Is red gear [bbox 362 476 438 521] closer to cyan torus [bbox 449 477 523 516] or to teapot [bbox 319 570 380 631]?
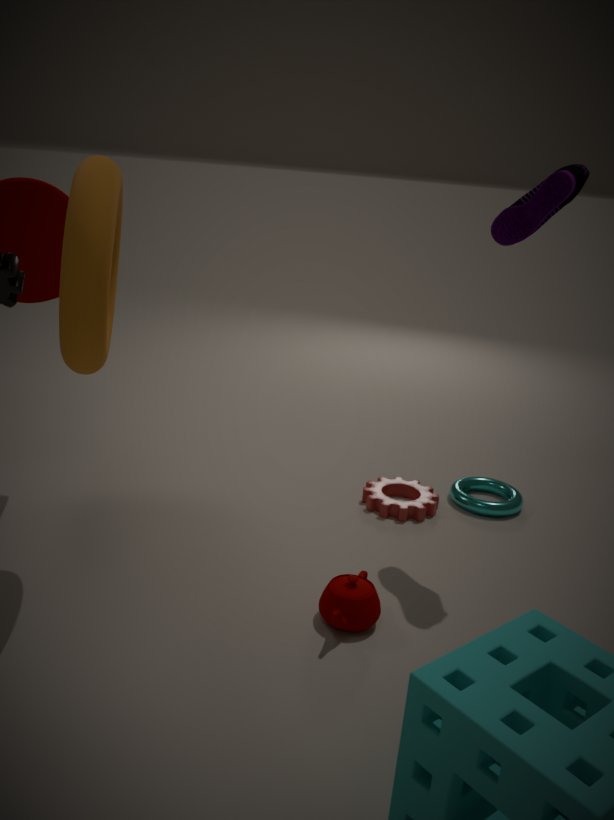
cyan torus [bbox 449 477 523 516]
